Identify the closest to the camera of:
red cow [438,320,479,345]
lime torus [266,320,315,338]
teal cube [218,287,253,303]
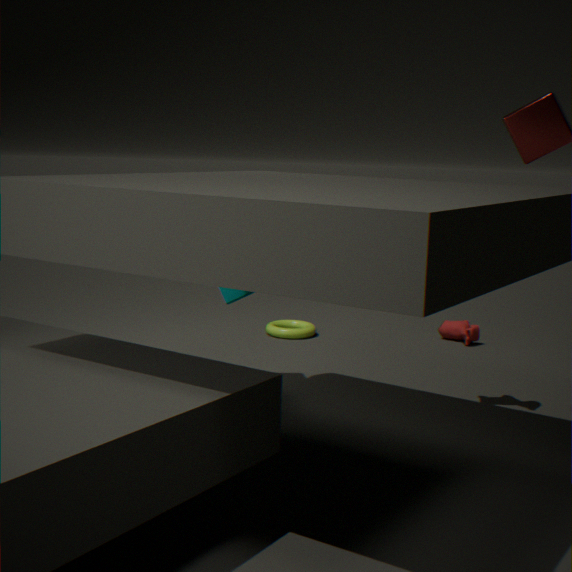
teal cube [218,287,253,303]
